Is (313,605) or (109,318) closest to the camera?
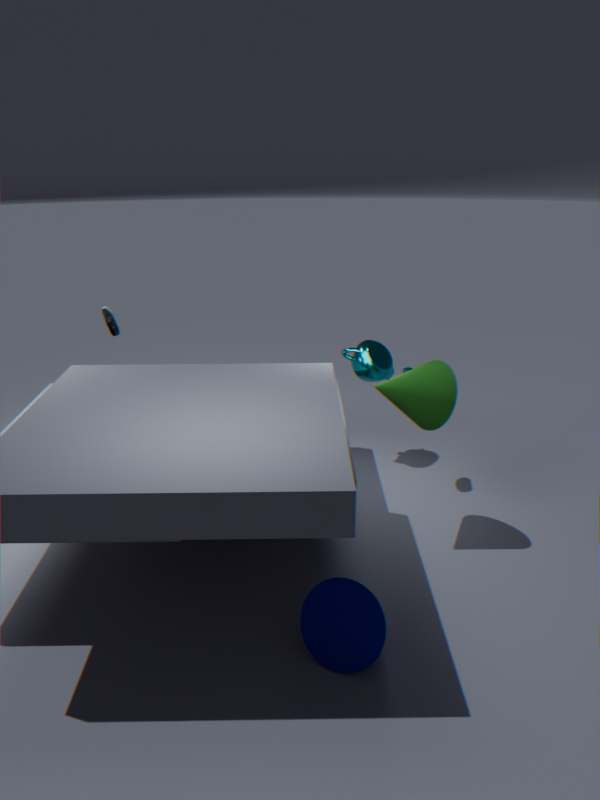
(313,605)
